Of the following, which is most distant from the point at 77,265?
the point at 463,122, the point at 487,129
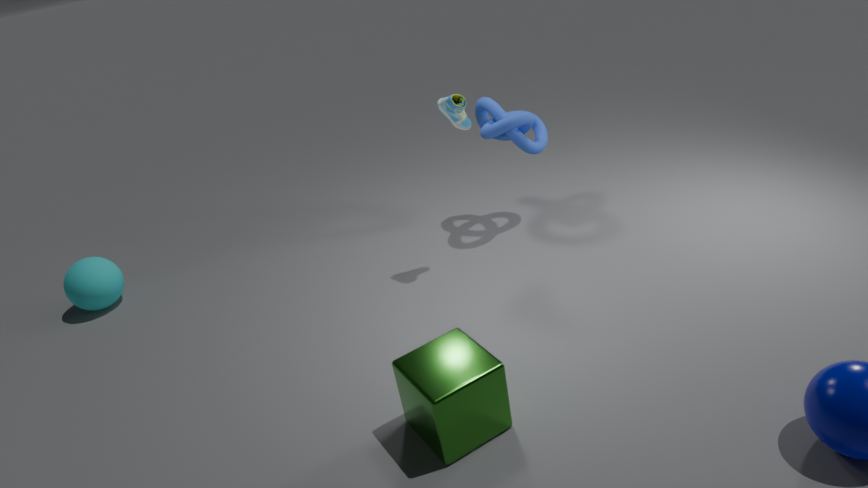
the point at 487,129
